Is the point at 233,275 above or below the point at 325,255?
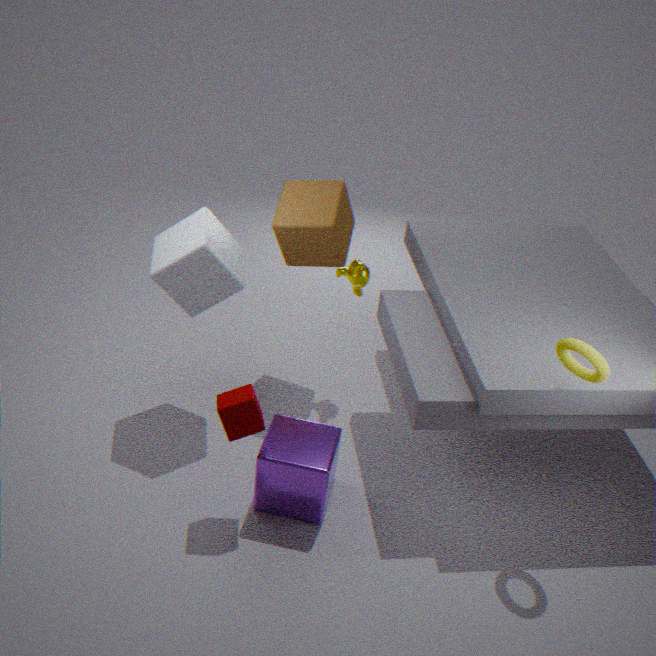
below
